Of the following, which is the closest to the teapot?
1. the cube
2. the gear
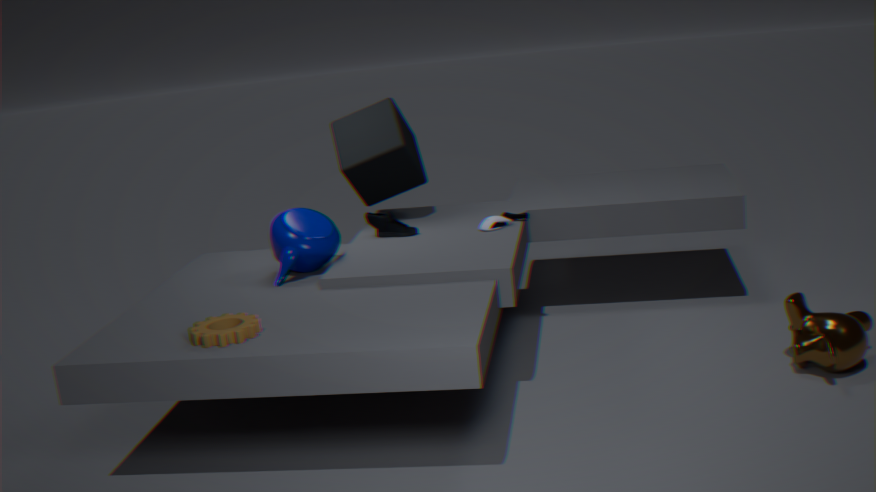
the cube
